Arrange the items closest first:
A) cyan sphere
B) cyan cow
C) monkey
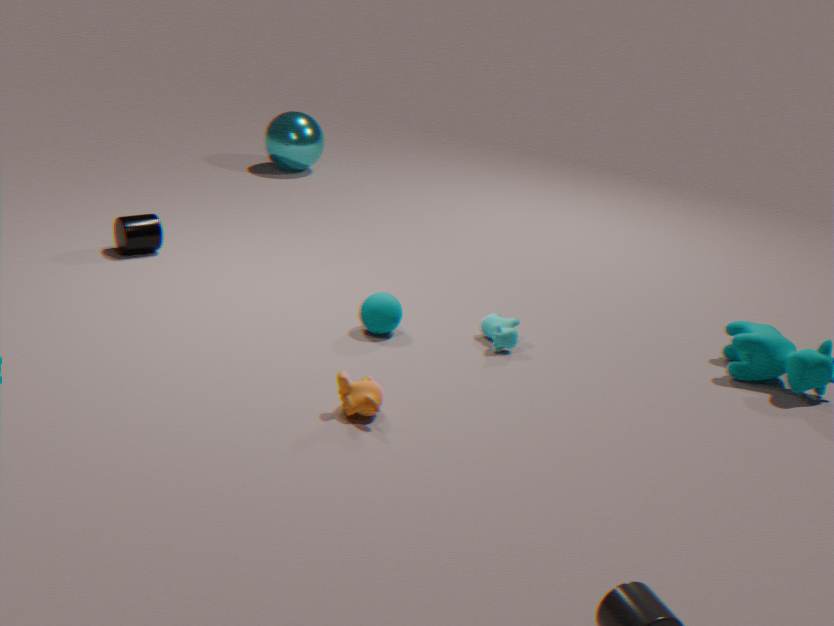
monkey
cyan cow
cyan sphere
